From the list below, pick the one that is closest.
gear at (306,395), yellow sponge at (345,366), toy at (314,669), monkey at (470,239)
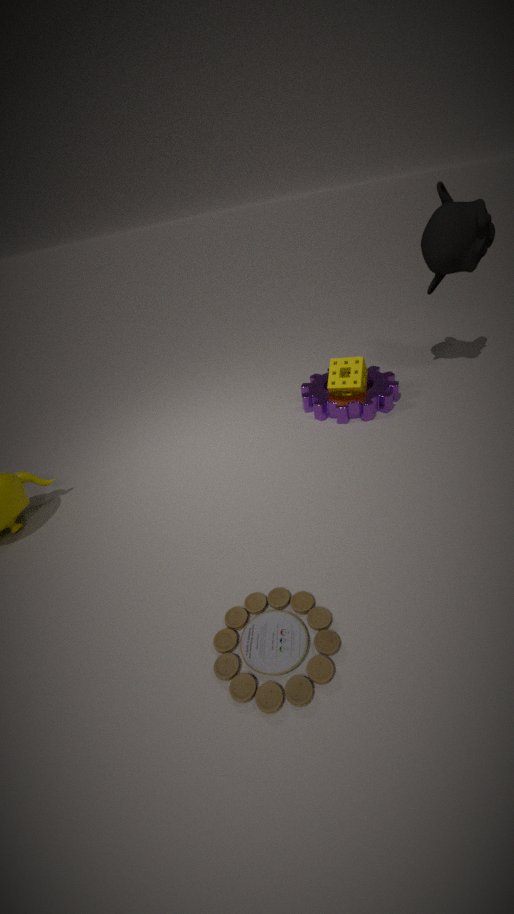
toy at (314,669)
